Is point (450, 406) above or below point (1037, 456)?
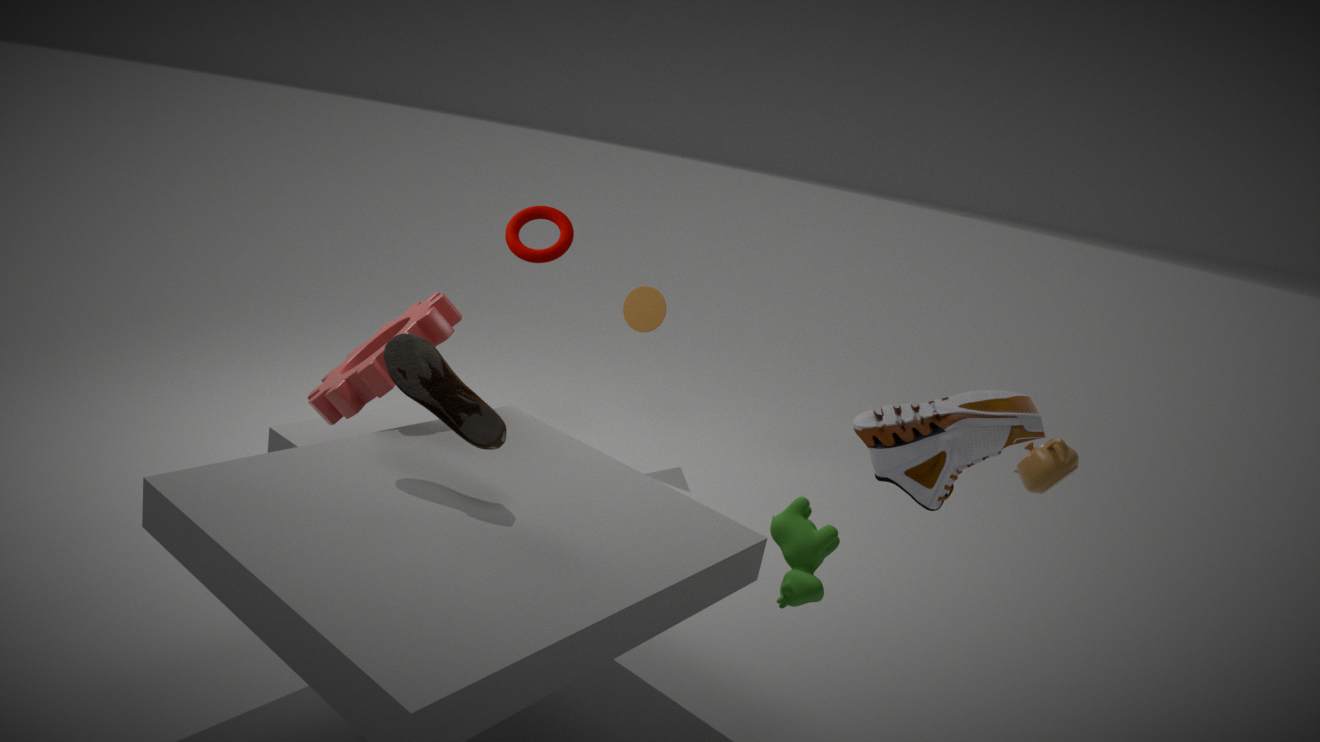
below
